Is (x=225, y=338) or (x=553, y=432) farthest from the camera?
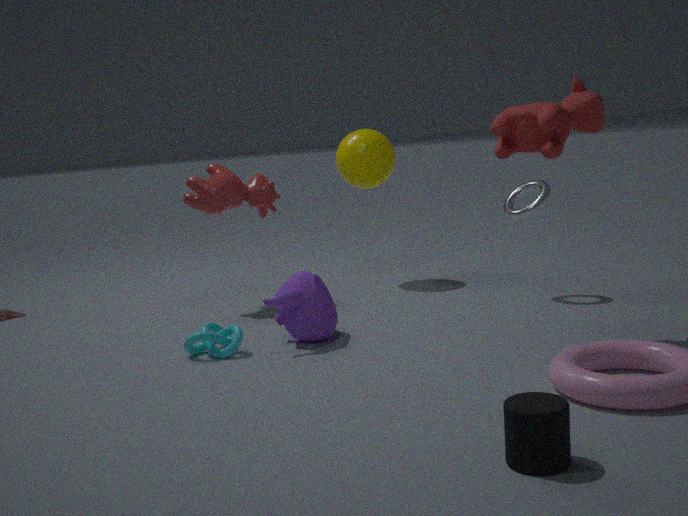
(x=225, y=338)
